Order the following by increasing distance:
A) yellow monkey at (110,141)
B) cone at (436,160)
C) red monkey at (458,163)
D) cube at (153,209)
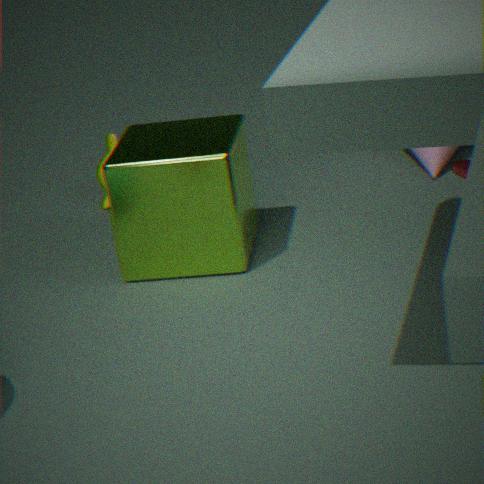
red monkey at (458,163), cube at (153,209), cone at (436,160), yellow monkey at (110,141)
